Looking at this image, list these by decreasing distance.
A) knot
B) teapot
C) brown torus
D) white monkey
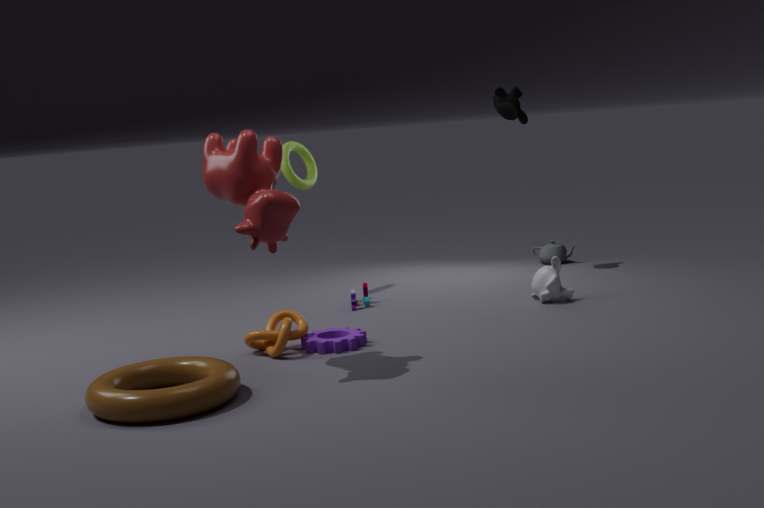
teapot
white monkey
knot
brown torus
